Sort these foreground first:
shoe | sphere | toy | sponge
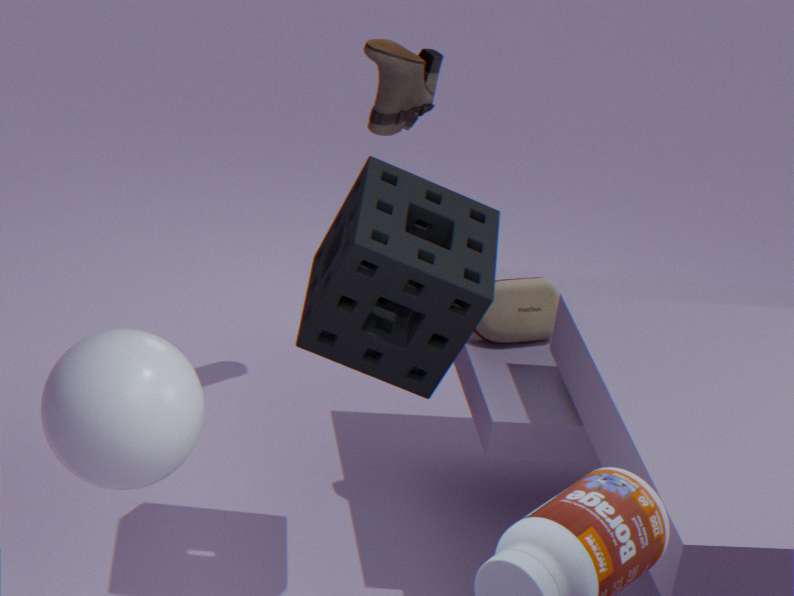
1. sphere
2. sponge
3. toy
4. shoe
